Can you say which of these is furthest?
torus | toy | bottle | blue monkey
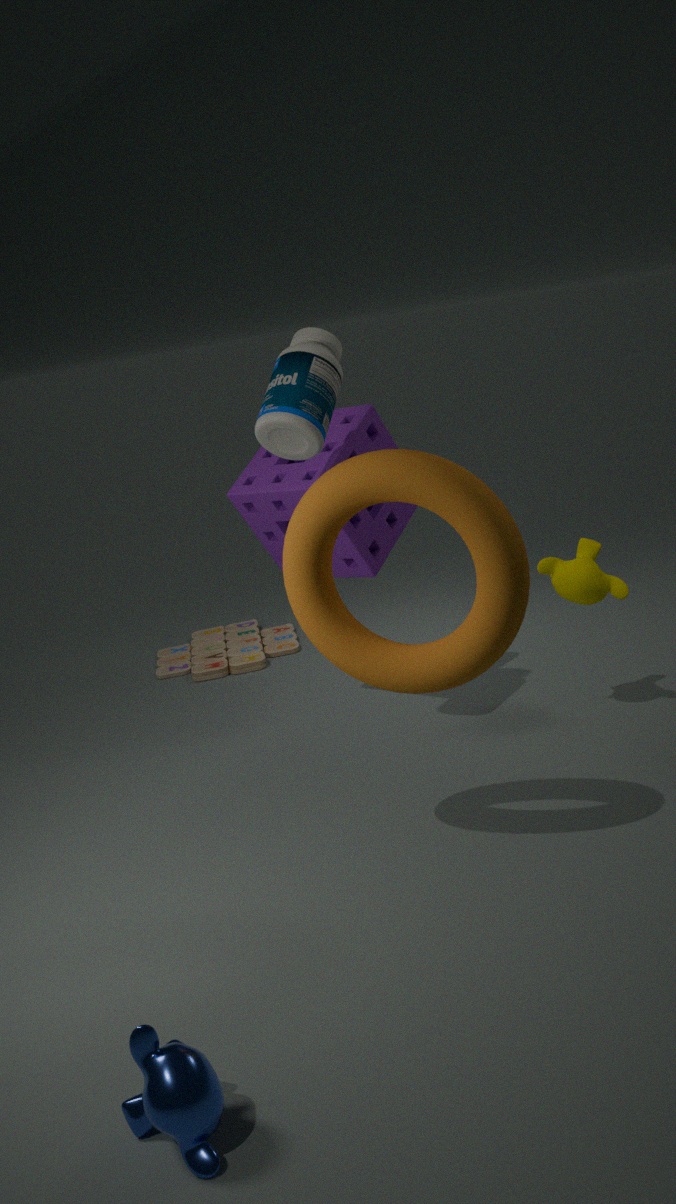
toy
